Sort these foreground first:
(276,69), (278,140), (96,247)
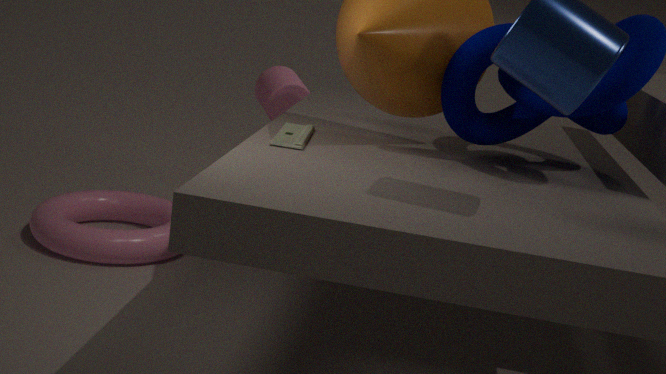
(278,140)
(96,247)
(276,69)
